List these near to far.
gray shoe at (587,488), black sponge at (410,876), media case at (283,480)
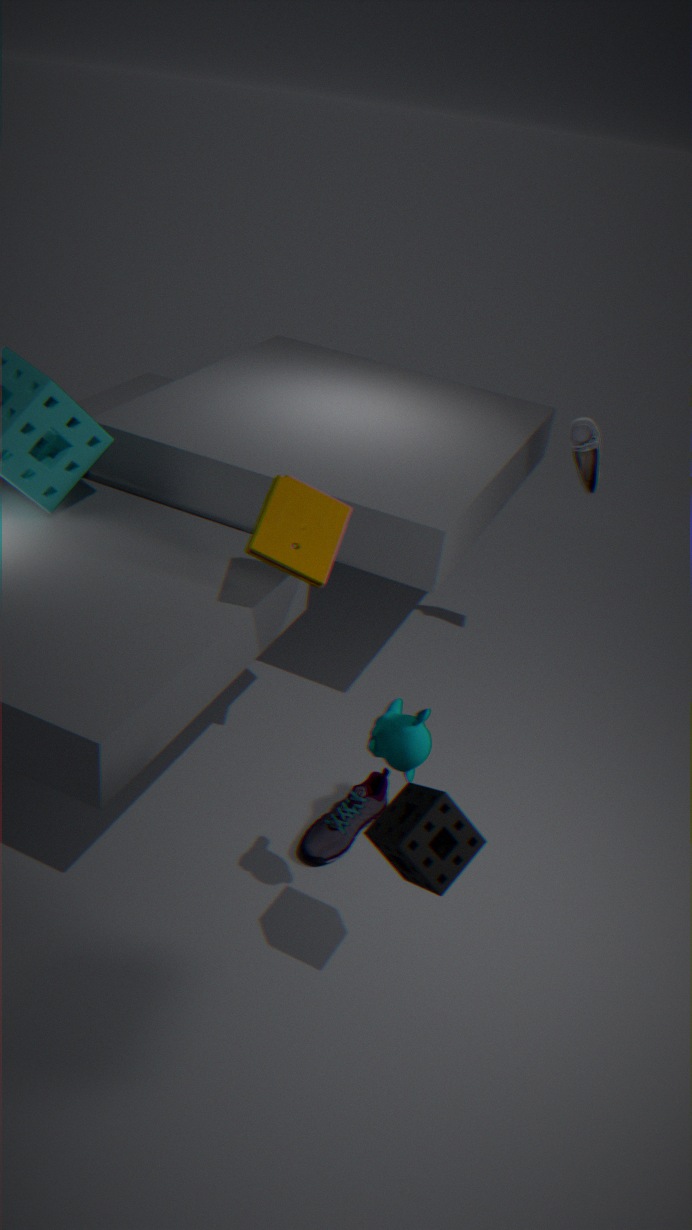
1. black sponge at (410,876)
2. media case at (283,480)
3. gray shoe at (587,488)
